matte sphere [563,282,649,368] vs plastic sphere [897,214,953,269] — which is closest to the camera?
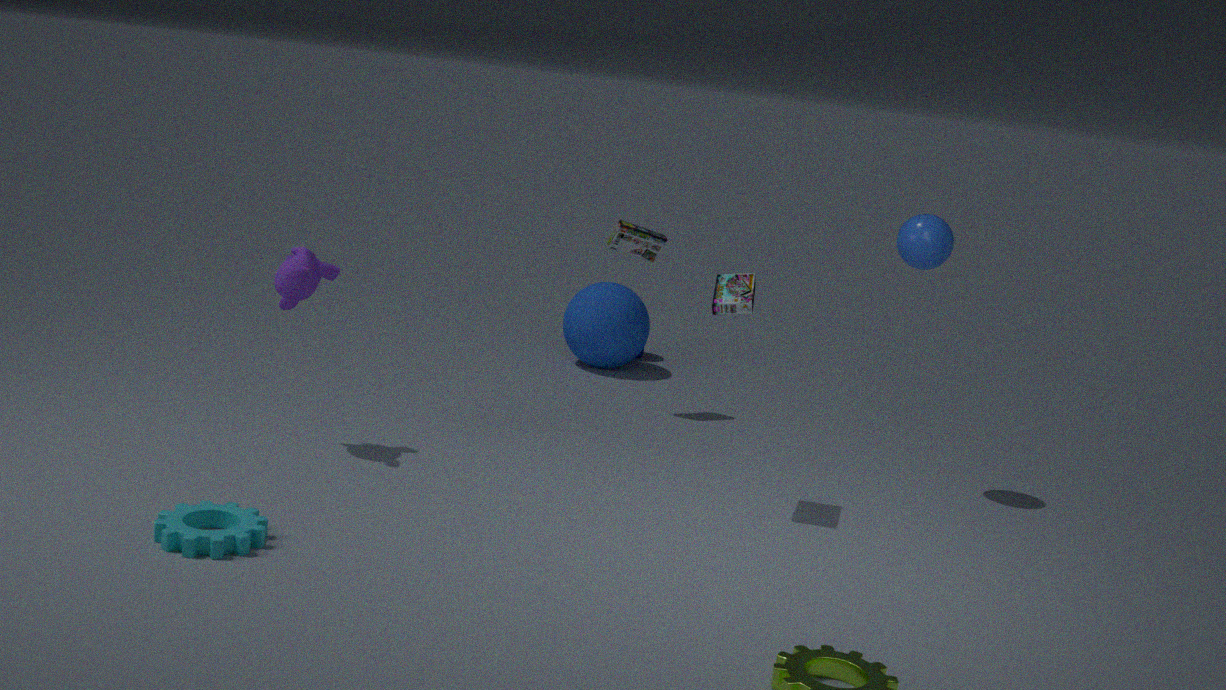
plastic sphere [897,214,953,269]
